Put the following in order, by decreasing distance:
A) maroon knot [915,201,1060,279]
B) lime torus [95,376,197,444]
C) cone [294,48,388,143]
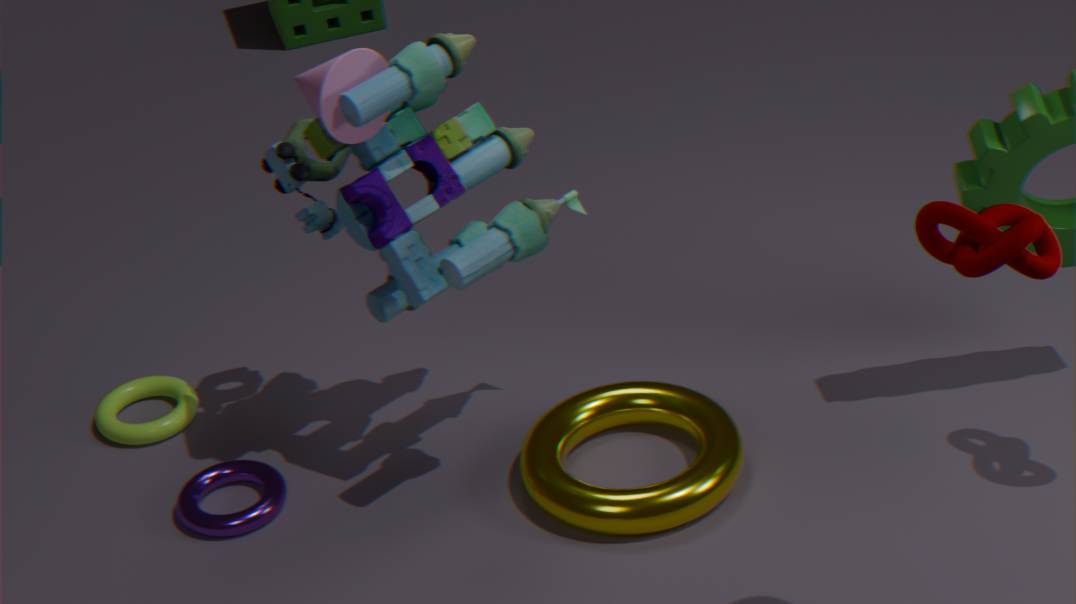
1. lime torus [95,376,197,444]
2. cone [294,48,388,143]
3. maroon knot [915,201,1060,279]
